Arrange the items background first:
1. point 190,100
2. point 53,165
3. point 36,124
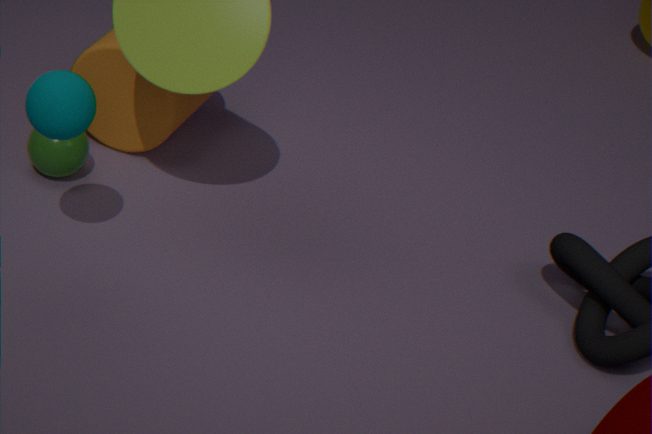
point 190,100 → point 53,165 → point 36,124
